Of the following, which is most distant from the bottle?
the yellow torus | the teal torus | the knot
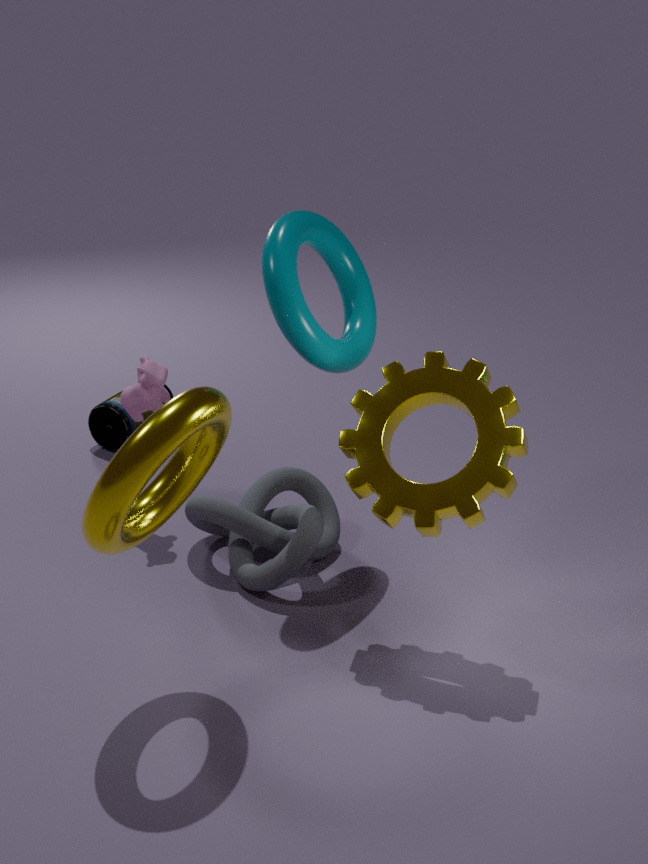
the yellow torus
